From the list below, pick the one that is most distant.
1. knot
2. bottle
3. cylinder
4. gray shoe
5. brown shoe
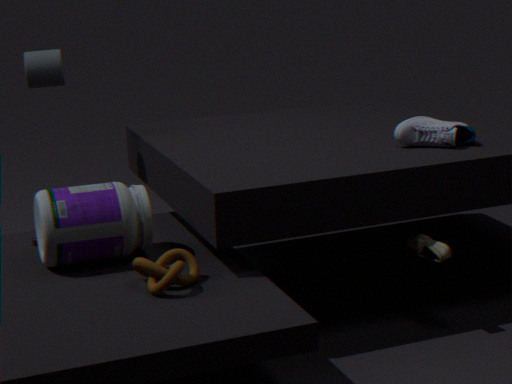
cylinder
